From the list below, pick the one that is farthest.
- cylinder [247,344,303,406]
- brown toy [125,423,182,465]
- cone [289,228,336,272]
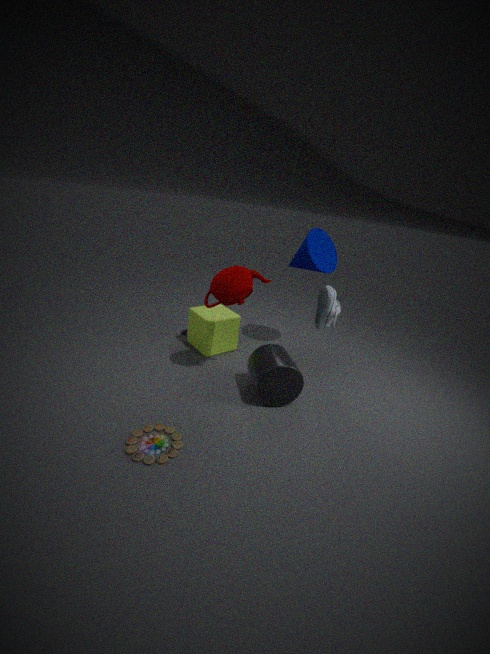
cone [289,228,336,272]
